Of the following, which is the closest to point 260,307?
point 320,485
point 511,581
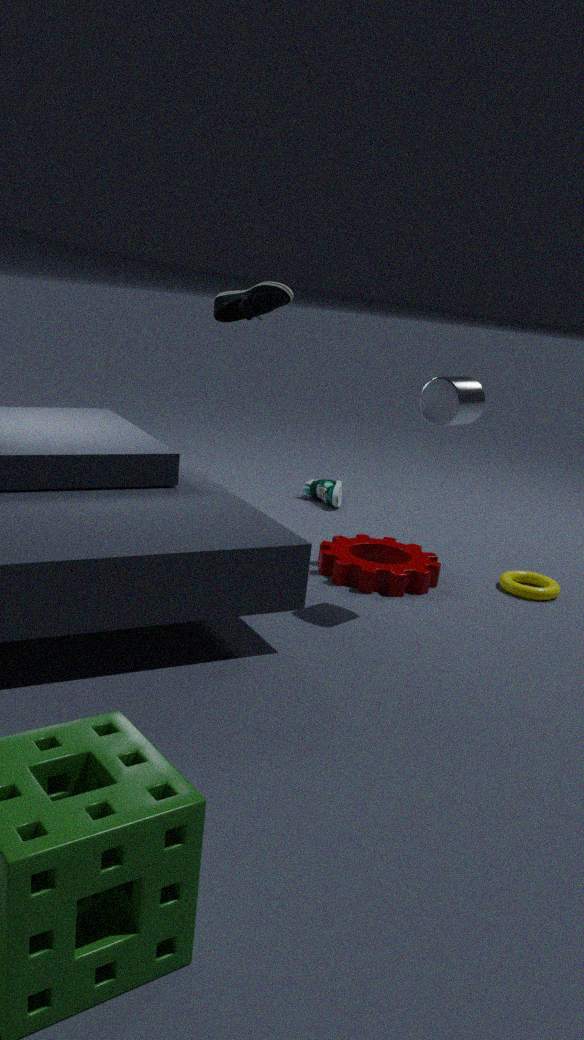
point 320,485
